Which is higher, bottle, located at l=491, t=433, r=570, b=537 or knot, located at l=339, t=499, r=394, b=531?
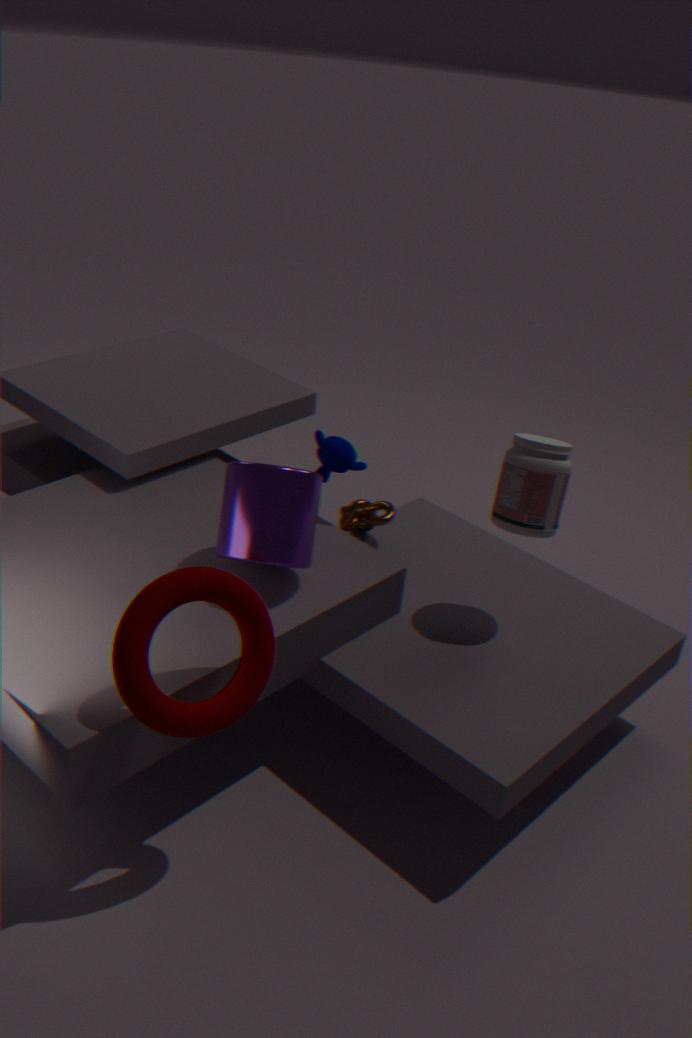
bottle, located at l=491, t=433, r=570, b=537
